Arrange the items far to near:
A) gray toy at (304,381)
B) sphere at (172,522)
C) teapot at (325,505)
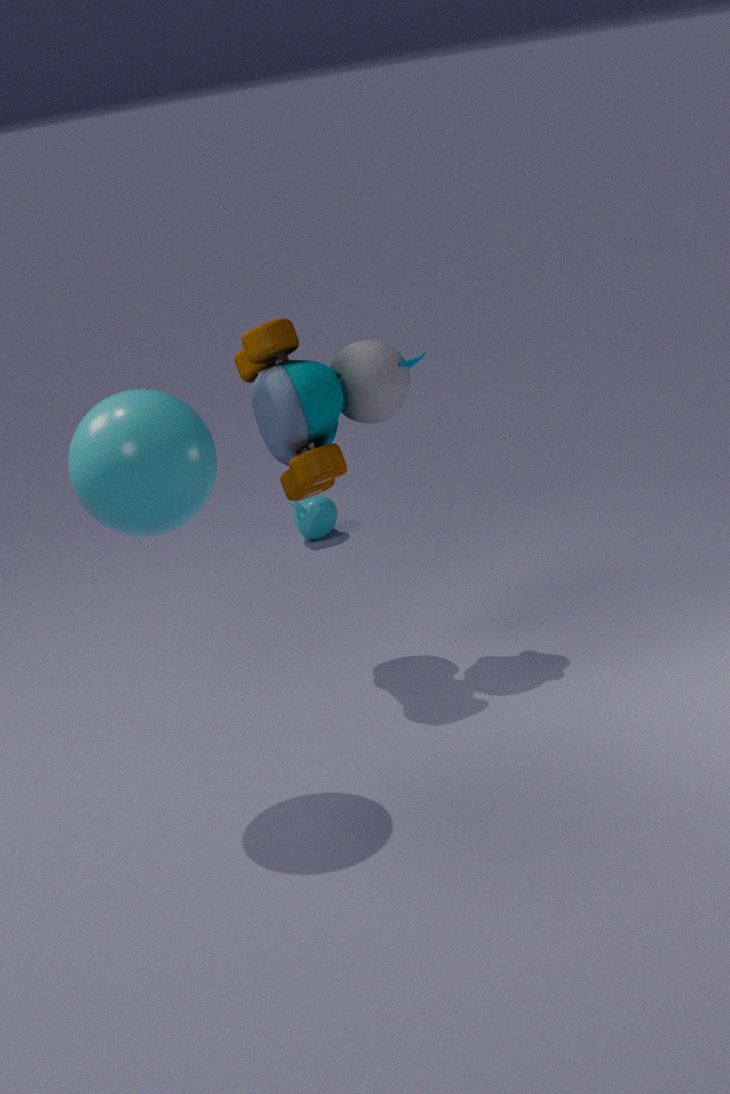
teapot at (325,505) → gray toy at (304,381) → sphere at (172,522)
